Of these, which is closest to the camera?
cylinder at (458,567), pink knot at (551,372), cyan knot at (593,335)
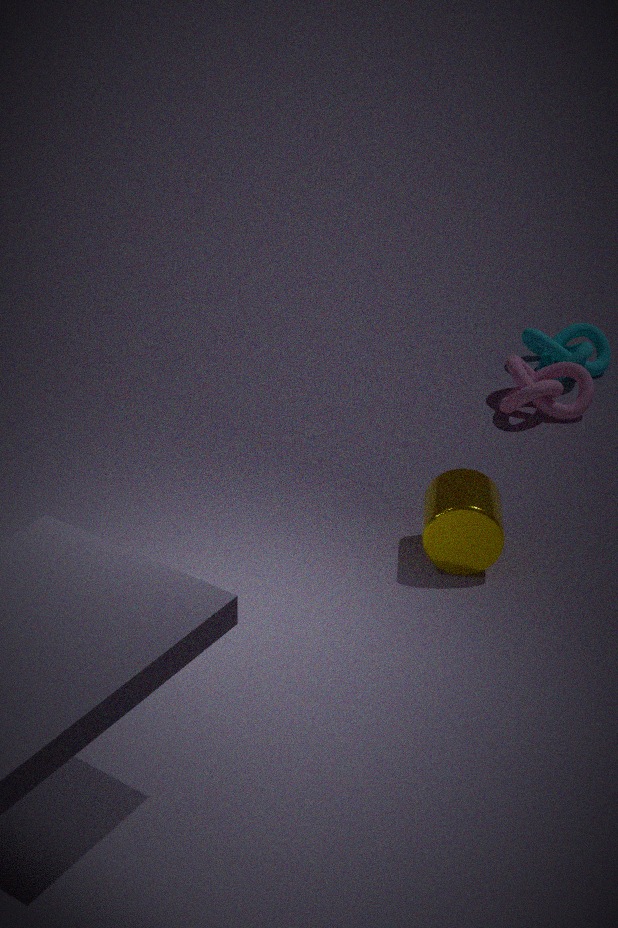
cylinder at (458,567)
